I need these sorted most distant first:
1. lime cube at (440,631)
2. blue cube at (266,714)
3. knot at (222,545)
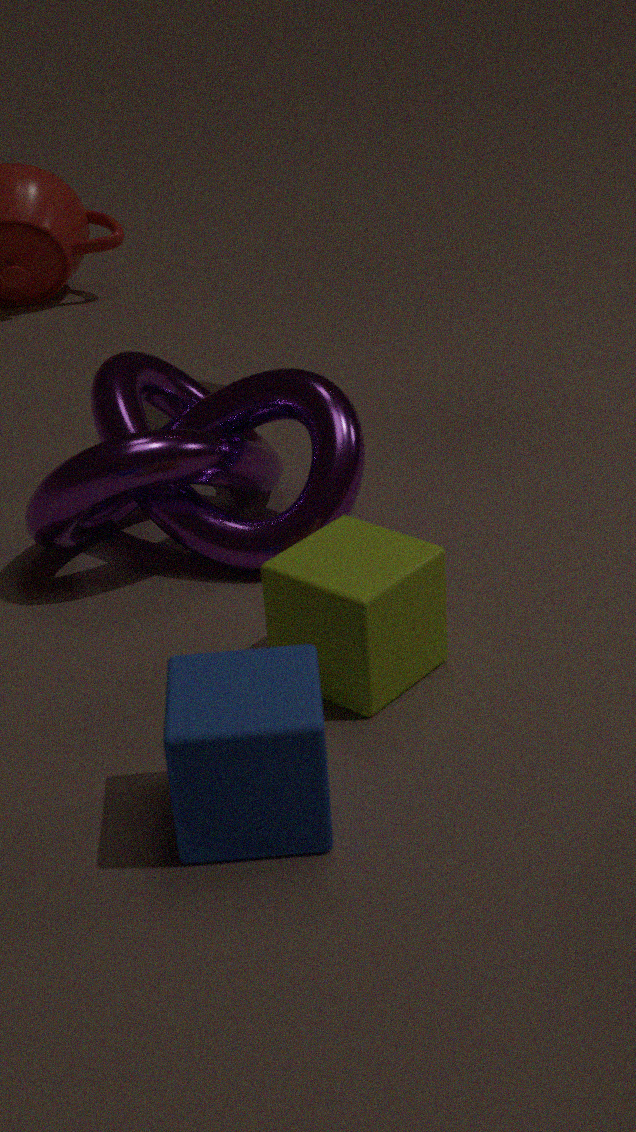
knot at (222,545), lime cube at (440,631), blue cube at (266,714)
